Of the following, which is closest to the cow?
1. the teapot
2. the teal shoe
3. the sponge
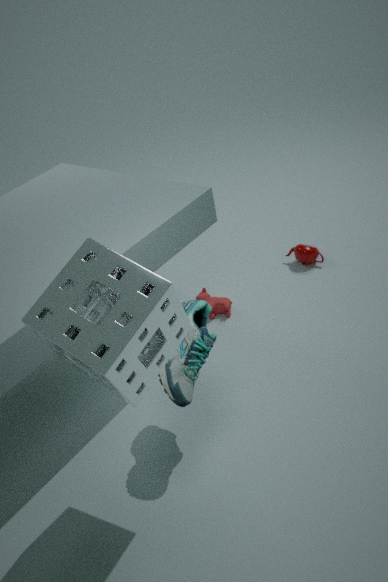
the teapot
